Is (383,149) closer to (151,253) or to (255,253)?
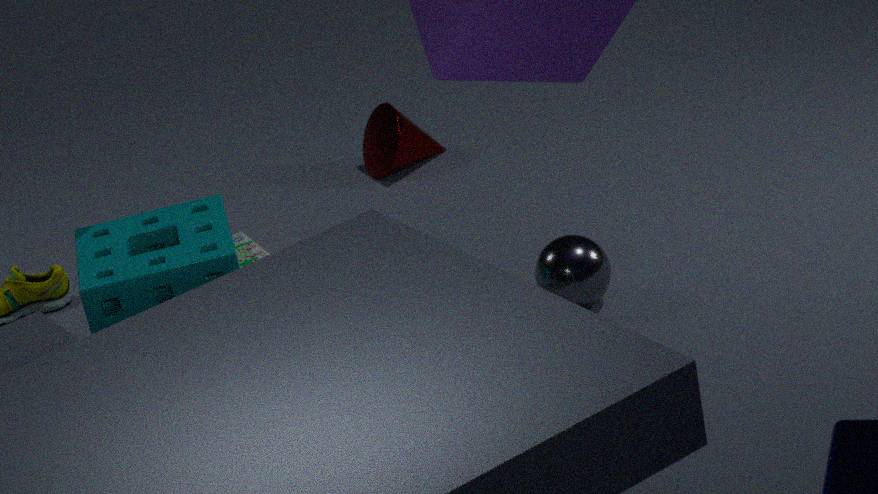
(255,253)
